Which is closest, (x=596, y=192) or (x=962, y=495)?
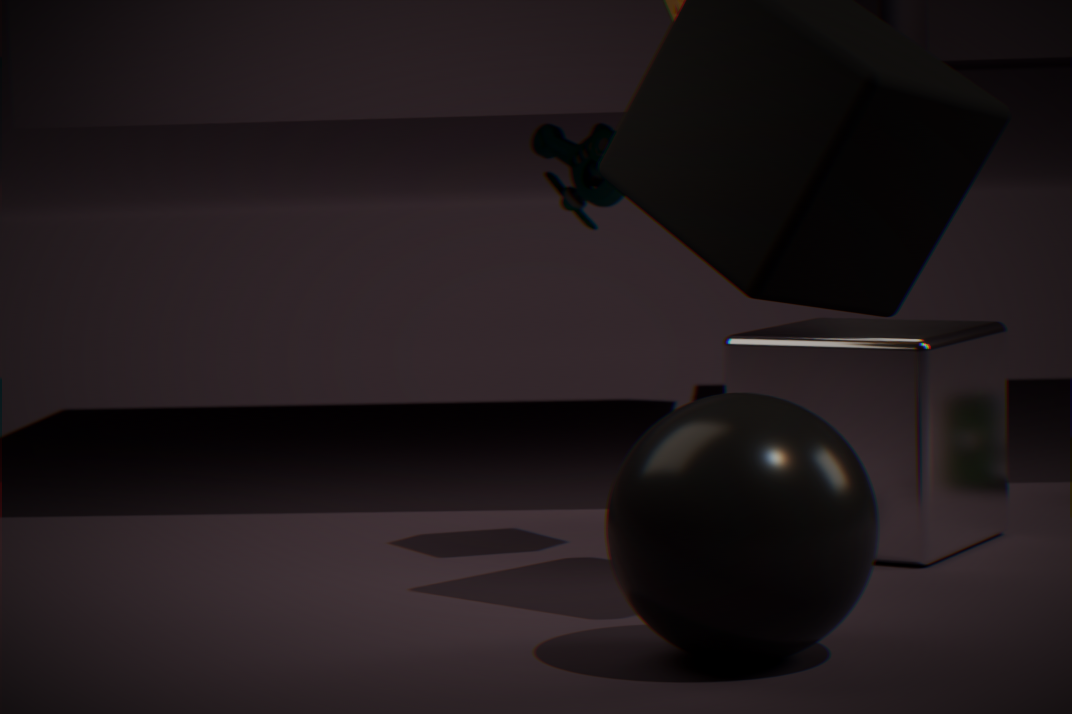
(x=962, y=495)
